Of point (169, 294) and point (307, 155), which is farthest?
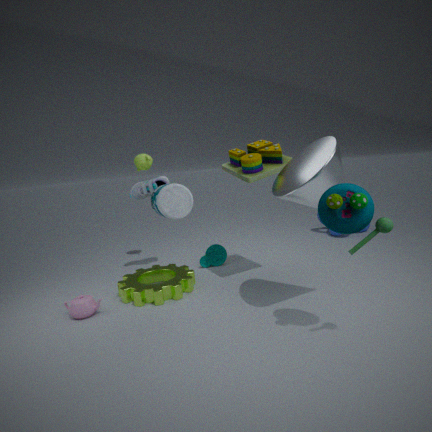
point (169, 294)
